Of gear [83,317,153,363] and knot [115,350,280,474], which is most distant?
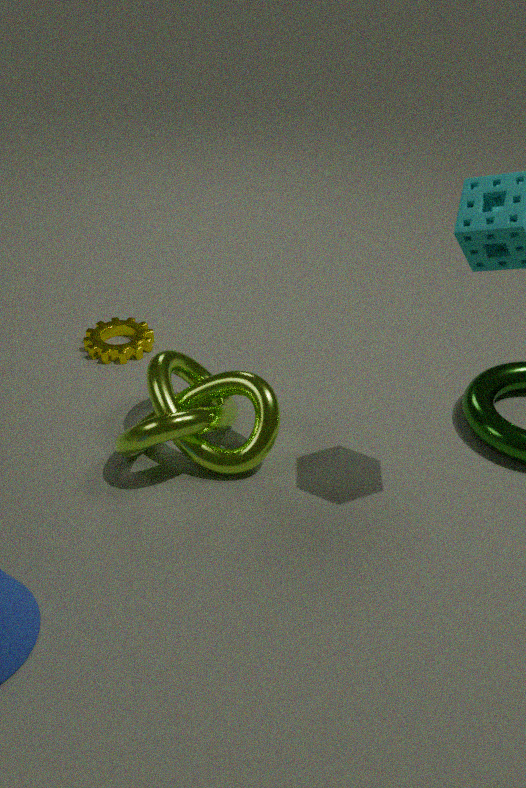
gear [83,317,153,363]
